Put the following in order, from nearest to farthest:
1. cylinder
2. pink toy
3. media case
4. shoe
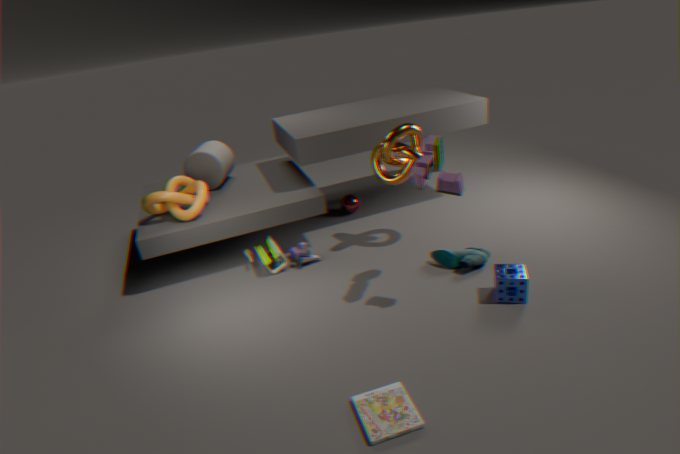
media case → pink toy → shoe → cylinder
